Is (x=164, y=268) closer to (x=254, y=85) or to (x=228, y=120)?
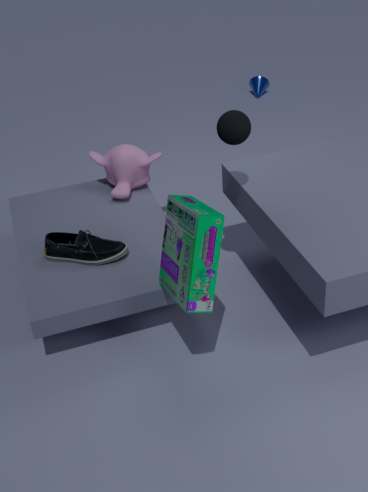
(x=228, y=120)
